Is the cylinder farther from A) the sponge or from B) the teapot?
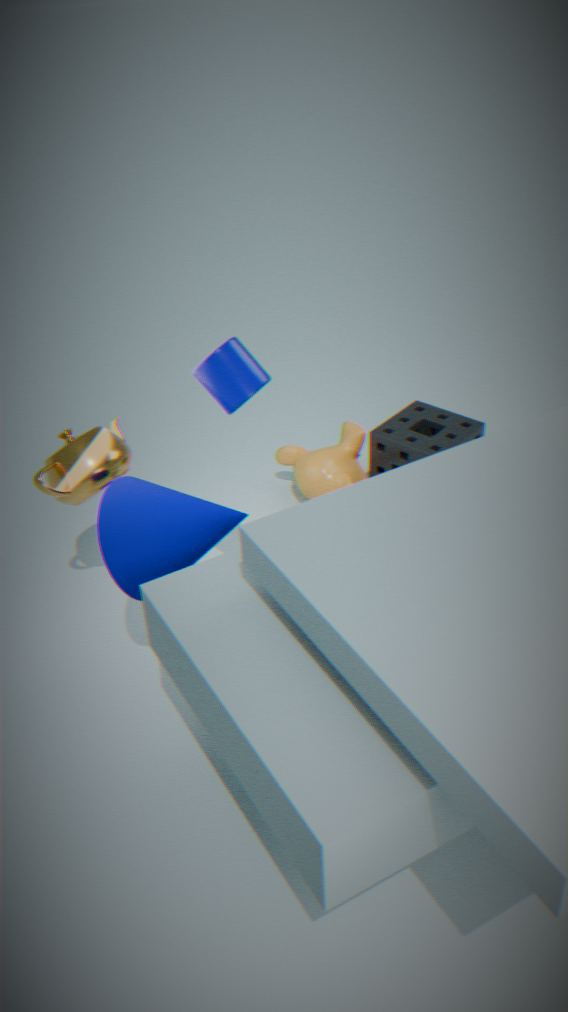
A) the sponge
